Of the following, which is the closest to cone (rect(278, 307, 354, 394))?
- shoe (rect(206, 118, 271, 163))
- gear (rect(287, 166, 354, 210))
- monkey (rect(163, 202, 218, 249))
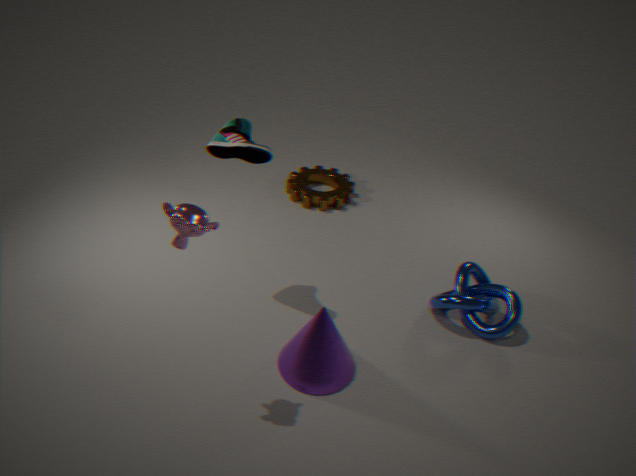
monkey (rect(163, 202, 218, 249))
